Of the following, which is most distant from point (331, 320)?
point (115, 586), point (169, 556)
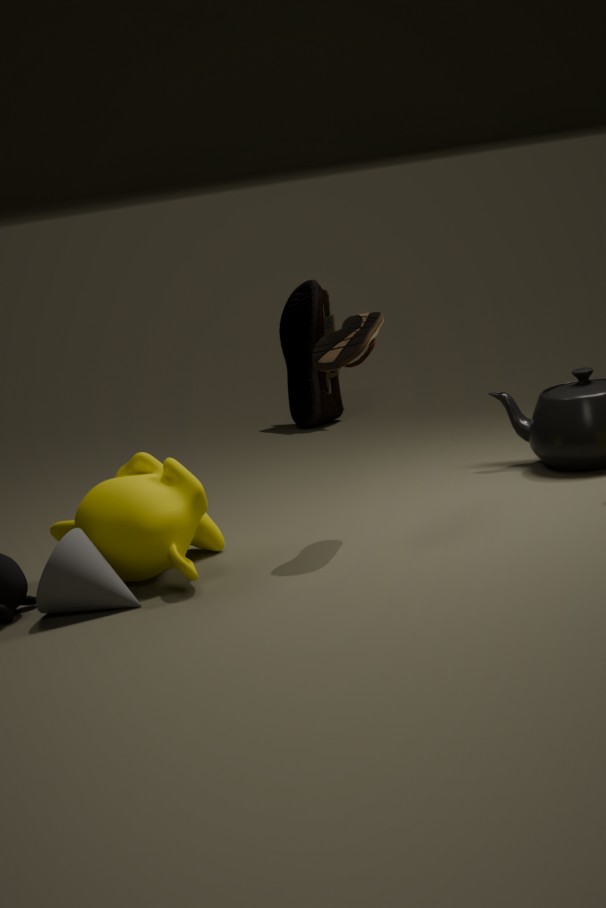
point (115, 586)
